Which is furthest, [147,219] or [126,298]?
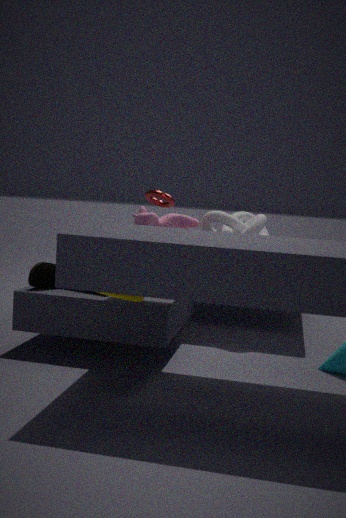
[147,219]
